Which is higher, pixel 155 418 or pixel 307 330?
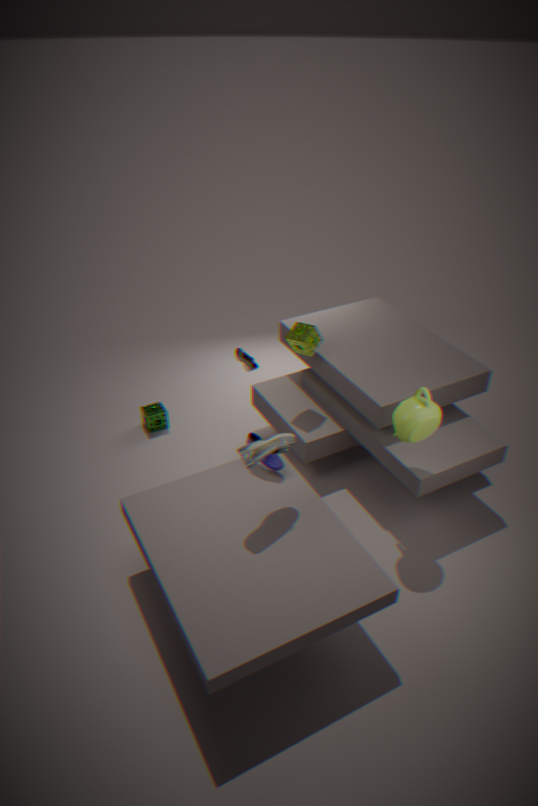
pixel 307 330
